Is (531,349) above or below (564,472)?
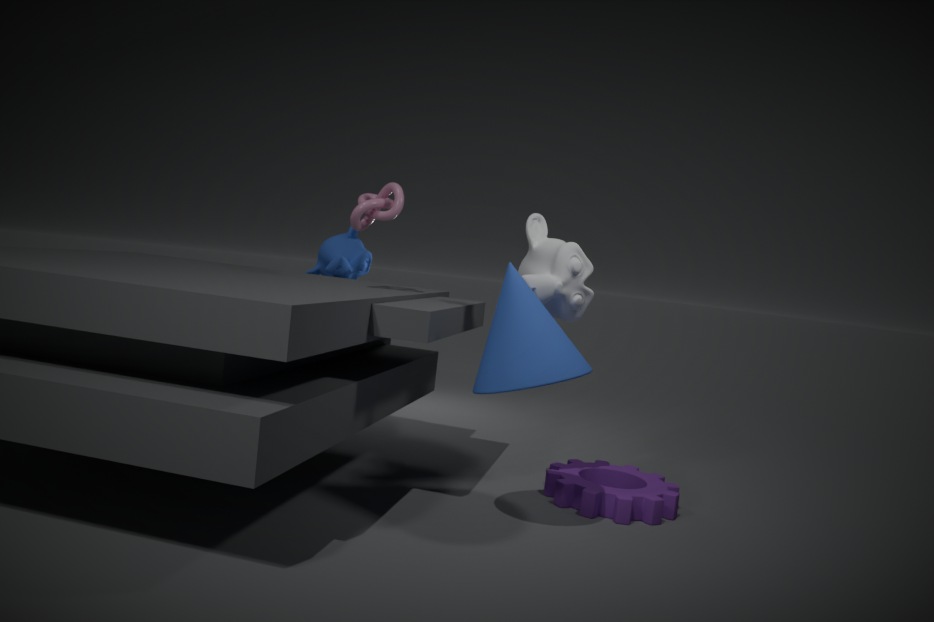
above
